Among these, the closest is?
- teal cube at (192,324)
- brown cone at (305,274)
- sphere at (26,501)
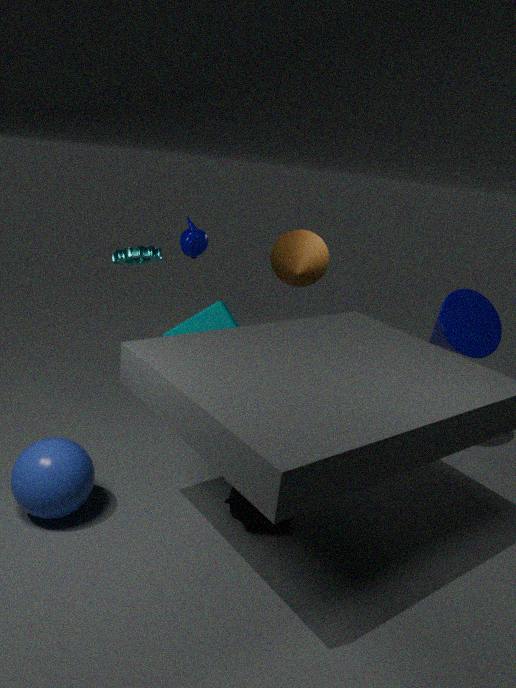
sphere at (26,501)
